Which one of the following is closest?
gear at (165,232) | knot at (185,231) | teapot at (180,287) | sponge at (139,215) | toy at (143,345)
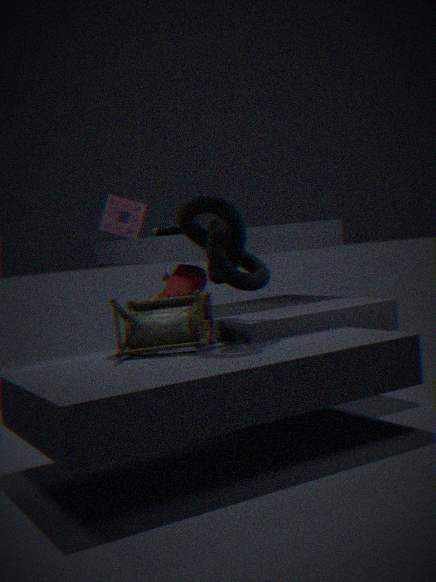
toy at (143,345)
